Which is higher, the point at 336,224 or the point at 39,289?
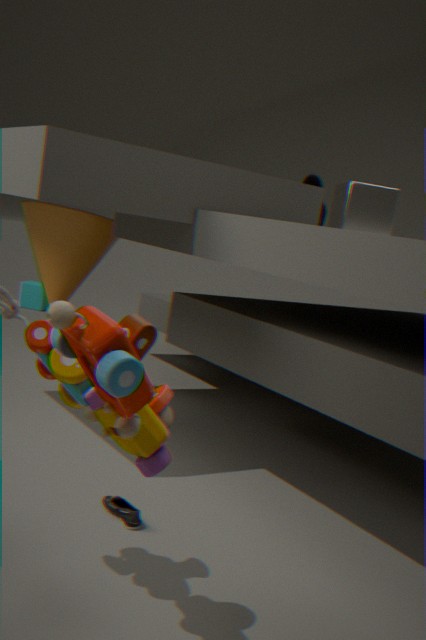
the point at 336,224
